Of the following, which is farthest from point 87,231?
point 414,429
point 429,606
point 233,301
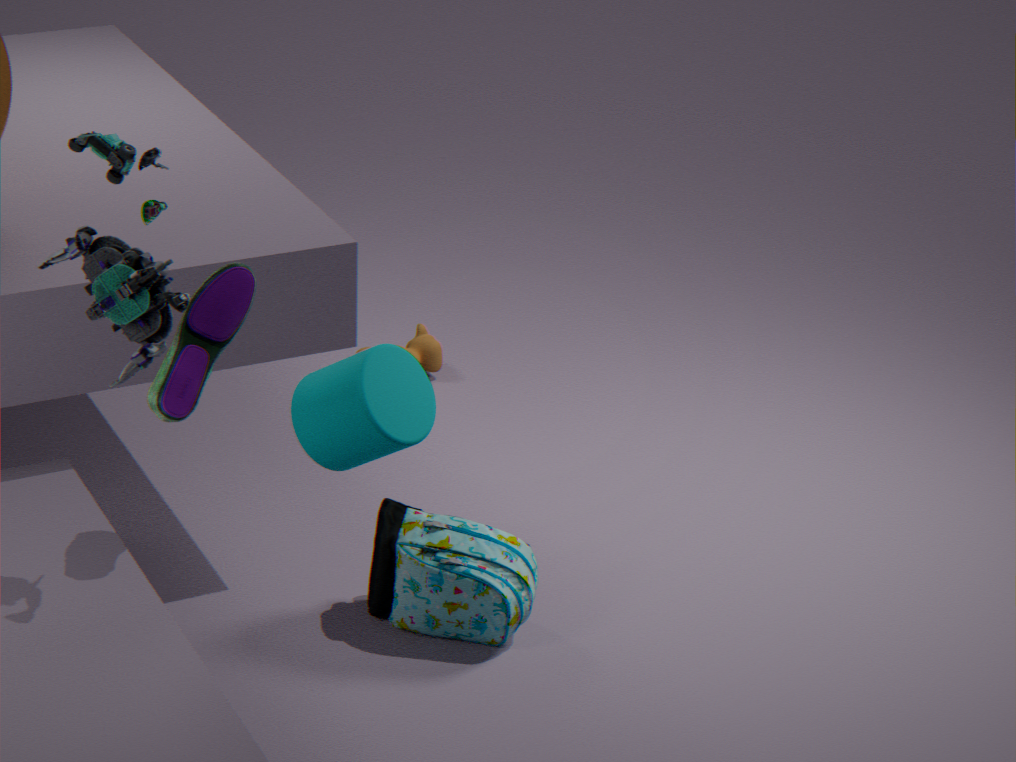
point 429,606
